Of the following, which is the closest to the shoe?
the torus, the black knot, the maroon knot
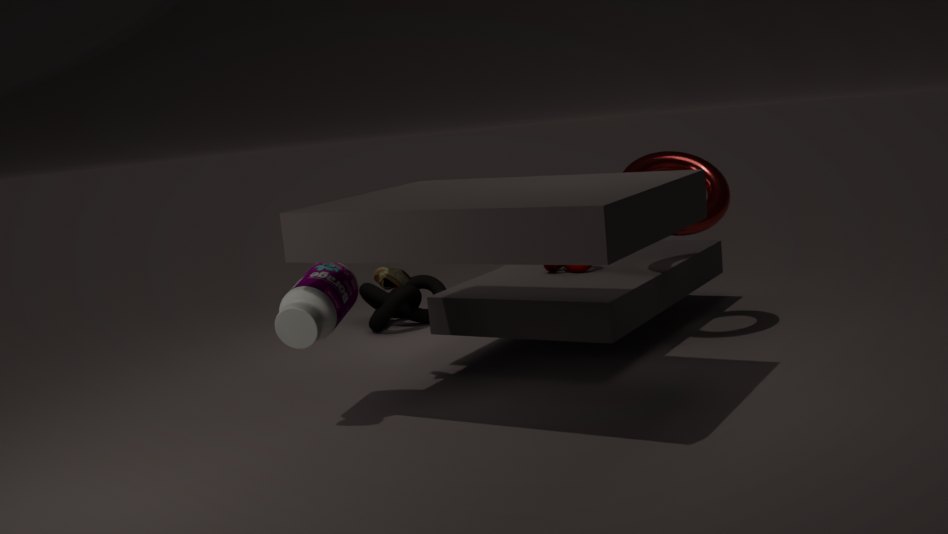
the maroon knot
